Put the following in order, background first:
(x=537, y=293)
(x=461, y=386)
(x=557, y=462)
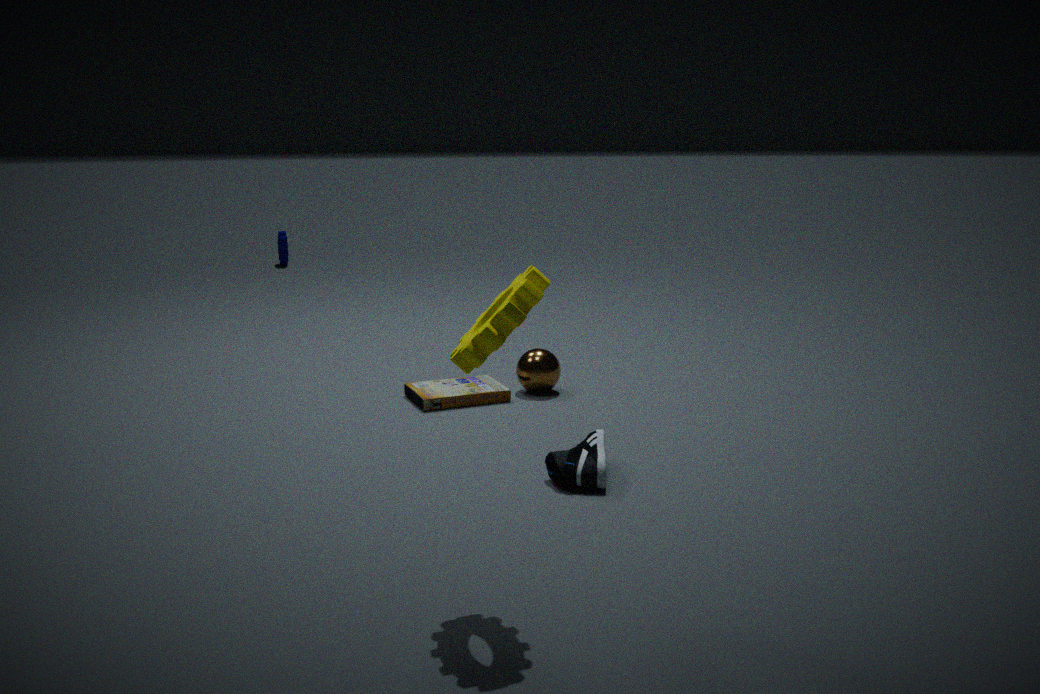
1. (x=461, y=386)
2. (x=557, y=462)
3. (x=537, y=293)
